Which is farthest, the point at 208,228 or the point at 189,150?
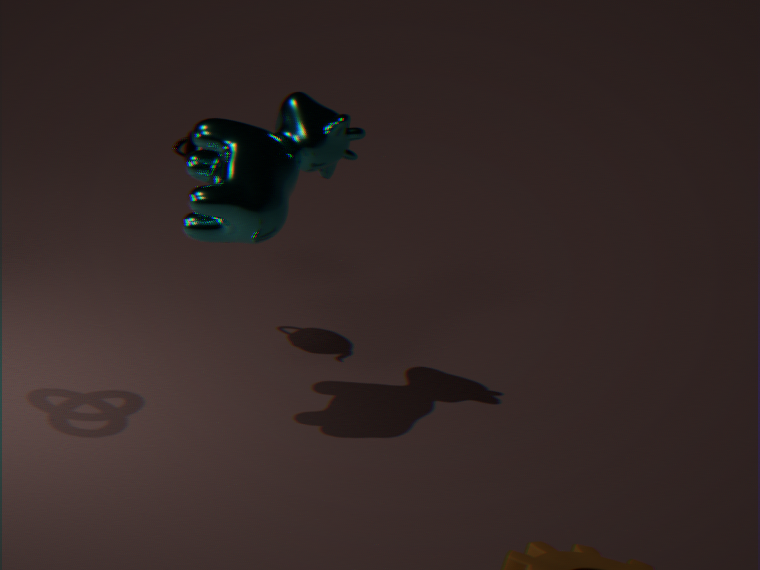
the point at 189,150
